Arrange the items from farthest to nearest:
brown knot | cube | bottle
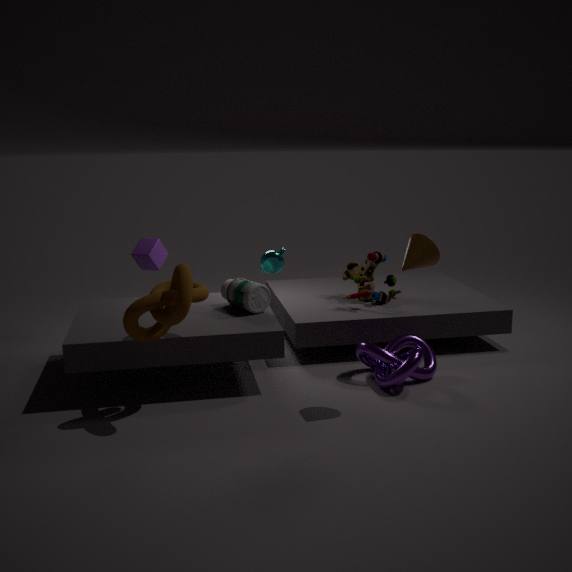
cube < bottle < brown knot
